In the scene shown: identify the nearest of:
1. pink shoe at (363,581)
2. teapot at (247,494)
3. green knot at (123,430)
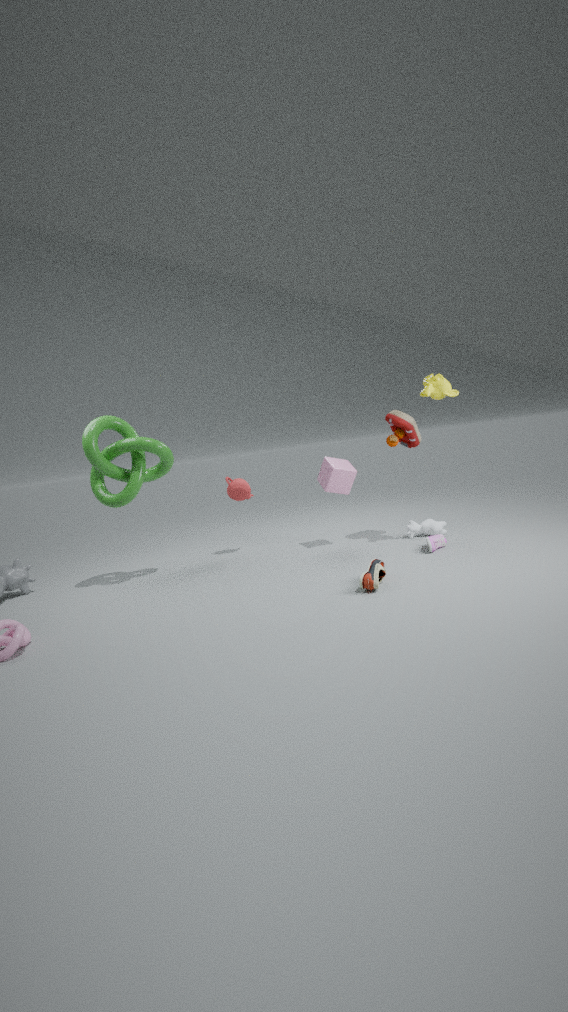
pink shoe at (363,581)
